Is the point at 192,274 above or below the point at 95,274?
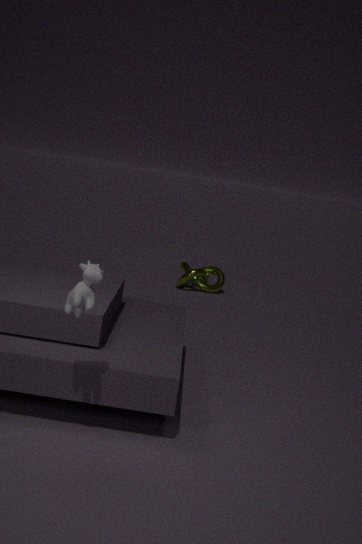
below
